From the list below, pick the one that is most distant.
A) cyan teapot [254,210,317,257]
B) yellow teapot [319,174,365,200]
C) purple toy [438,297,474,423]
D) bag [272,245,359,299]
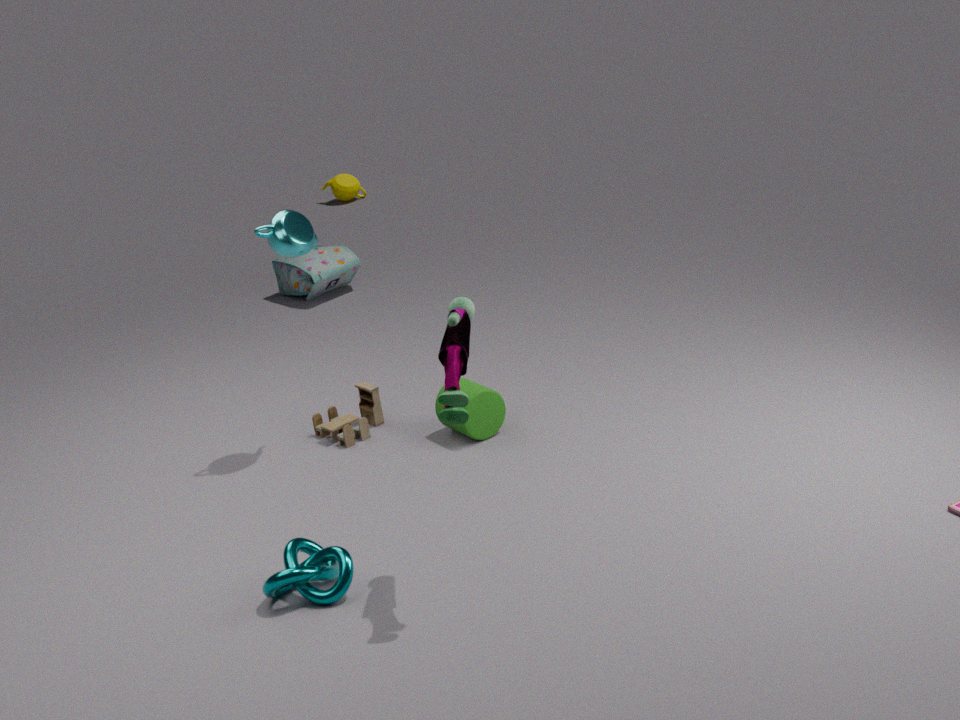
B. yellow teapot [319,174,365,200]
